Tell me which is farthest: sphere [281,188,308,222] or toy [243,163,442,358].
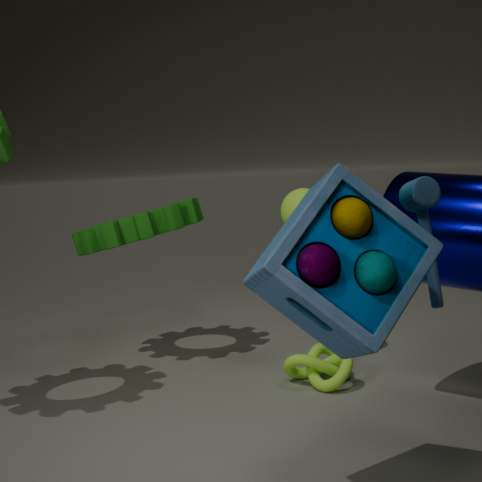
sphere [281,188,308,222]
